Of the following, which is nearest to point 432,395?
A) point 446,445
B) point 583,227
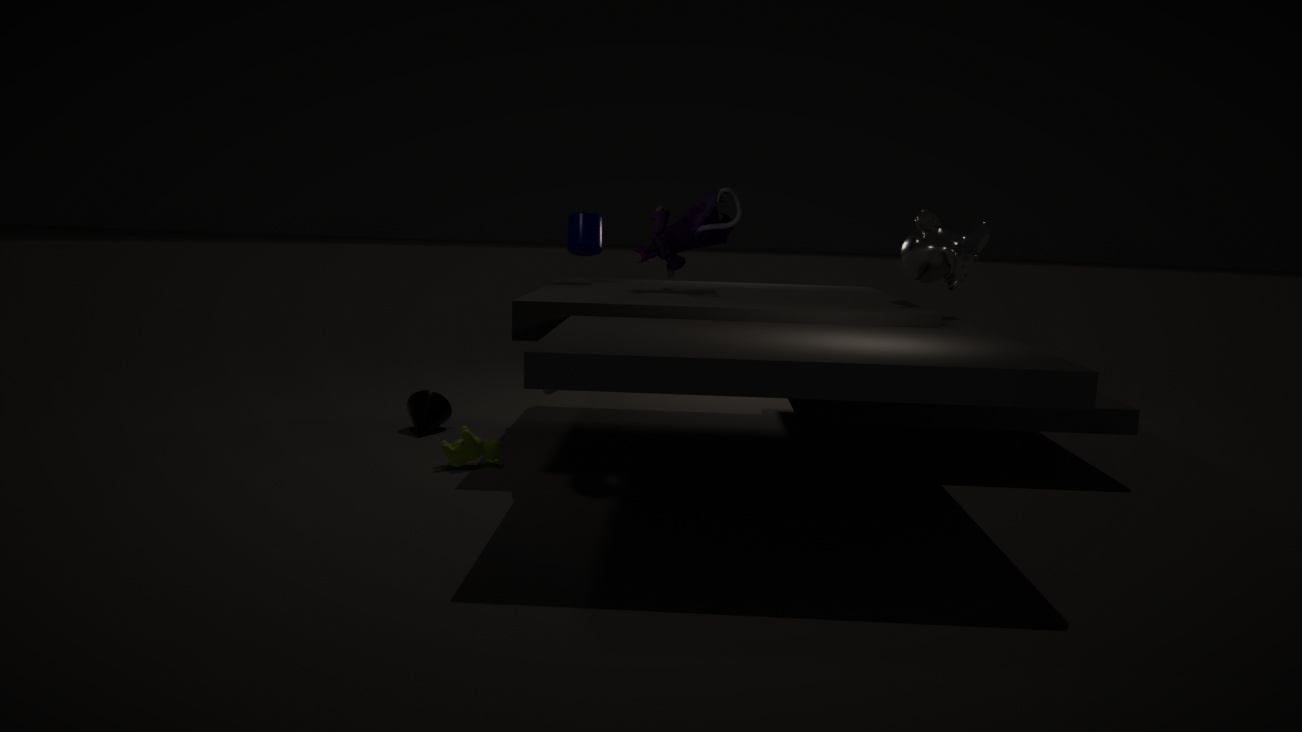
point 446,445
